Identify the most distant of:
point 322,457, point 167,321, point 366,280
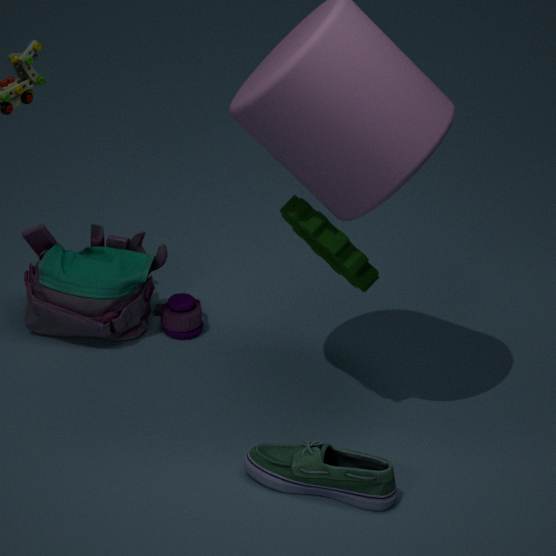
point 167,321
